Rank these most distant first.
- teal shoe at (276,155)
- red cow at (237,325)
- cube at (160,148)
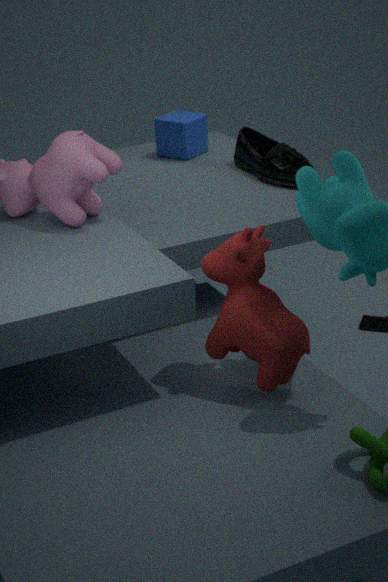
cube at (160,148)
teal shoe at (276,155)
red cow at (237,325)
